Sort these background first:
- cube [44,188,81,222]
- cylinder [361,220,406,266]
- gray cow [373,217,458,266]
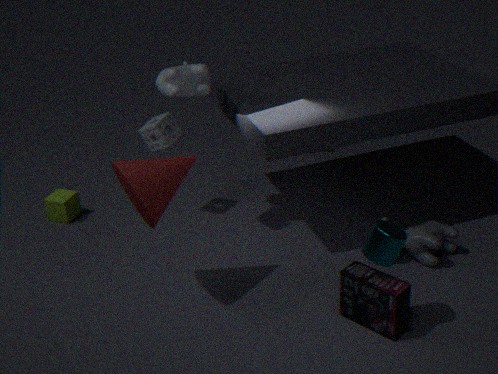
cube [44,188,81,222], gray cow [373,217,458,266], cylinder [361,220,406,266]
